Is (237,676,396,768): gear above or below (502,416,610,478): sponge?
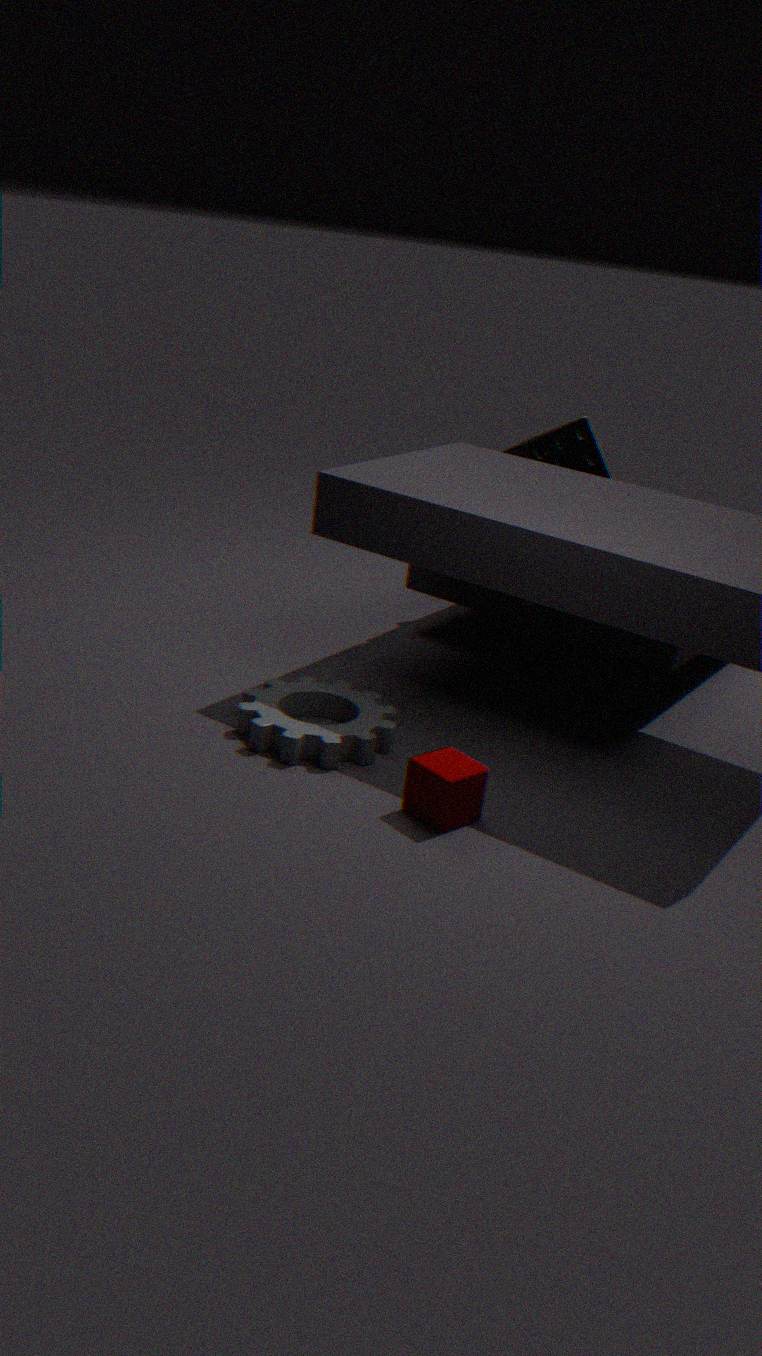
below
